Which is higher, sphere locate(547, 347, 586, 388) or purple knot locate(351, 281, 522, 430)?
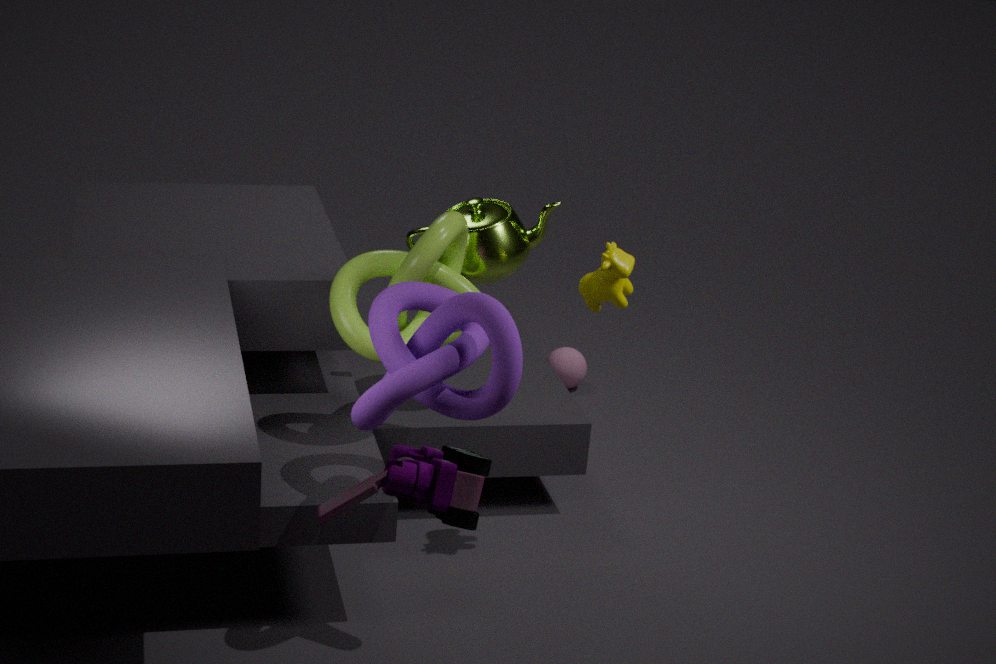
purple knot locate(351, 281, 522, 430)
